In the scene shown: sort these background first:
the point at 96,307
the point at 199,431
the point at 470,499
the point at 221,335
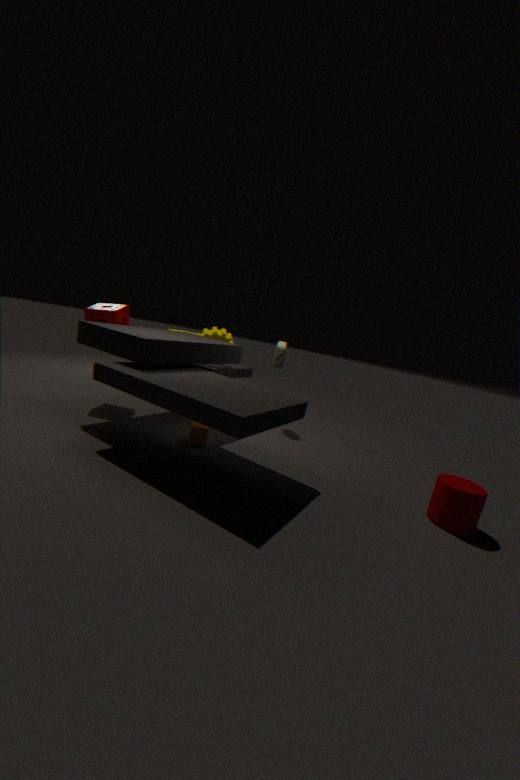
the point at 221,335 → the point at 96,307 → the point at 199,431 → the point at 470,499
